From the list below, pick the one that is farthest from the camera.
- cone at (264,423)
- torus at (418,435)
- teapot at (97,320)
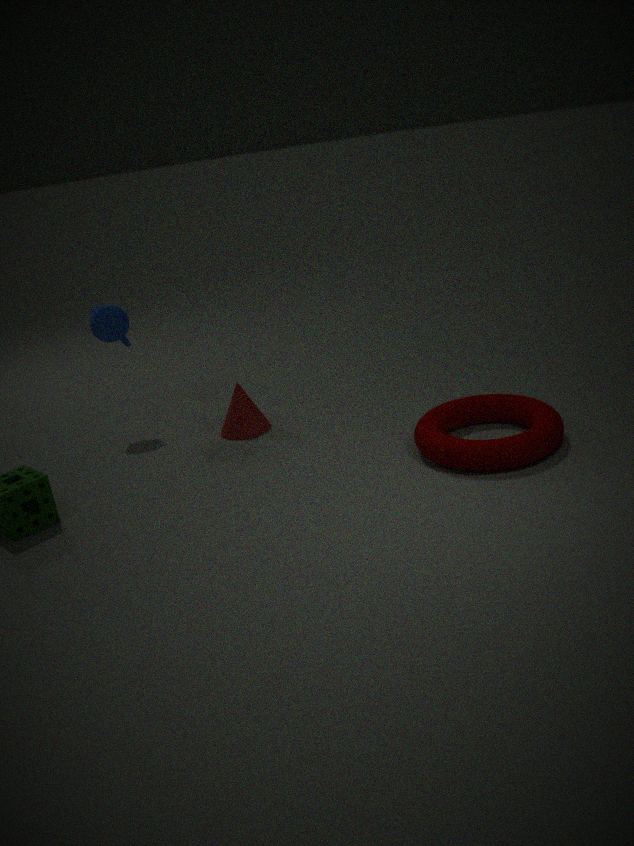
teapot at (97,320)
